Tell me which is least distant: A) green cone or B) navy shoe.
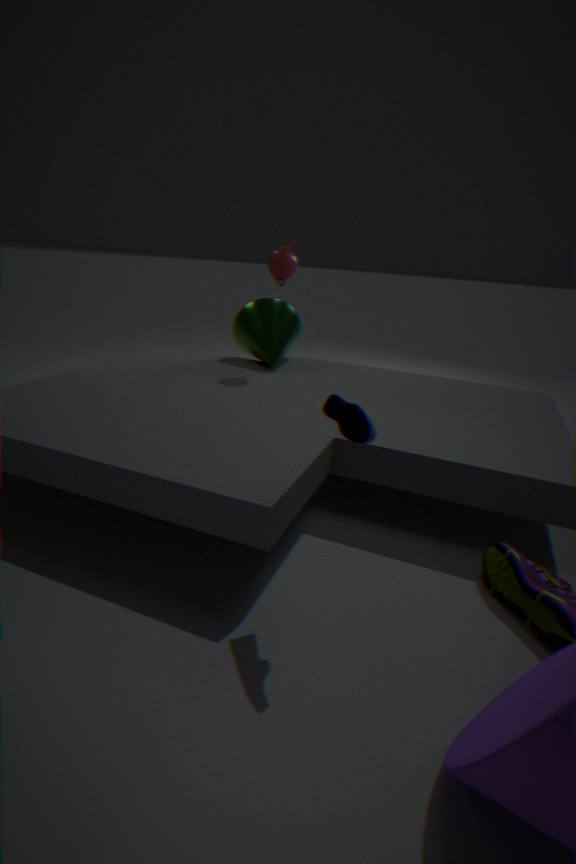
B. navy shoe
